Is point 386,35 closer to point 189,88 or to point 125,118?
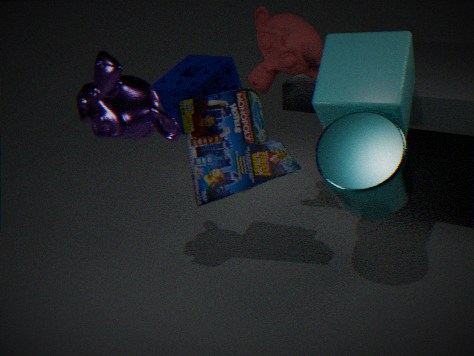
point 125,118
